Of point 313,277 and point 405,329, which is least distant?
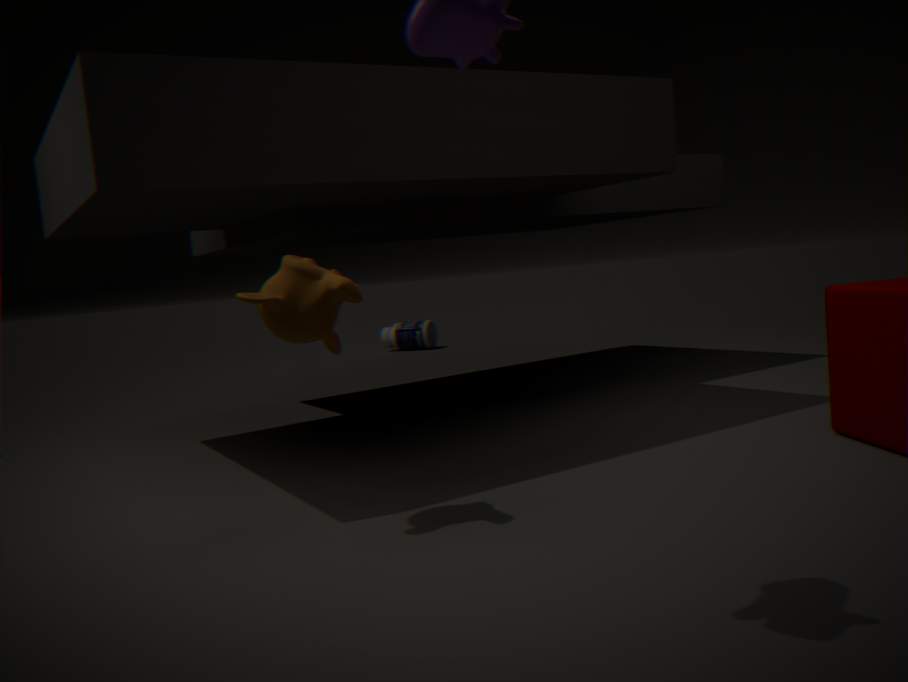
point 313,277
